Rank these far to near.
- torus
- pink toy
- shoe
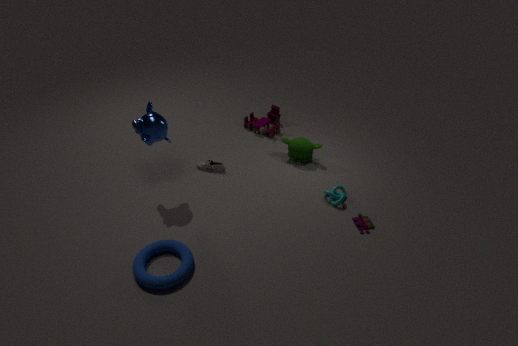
shoe → pink toy → torus
